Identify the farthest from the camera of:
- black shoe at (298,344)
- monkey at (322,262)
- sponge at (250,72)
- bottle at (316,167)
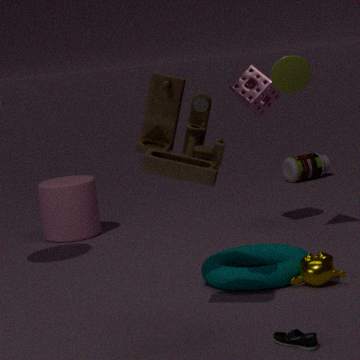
bottle at (316,167)
